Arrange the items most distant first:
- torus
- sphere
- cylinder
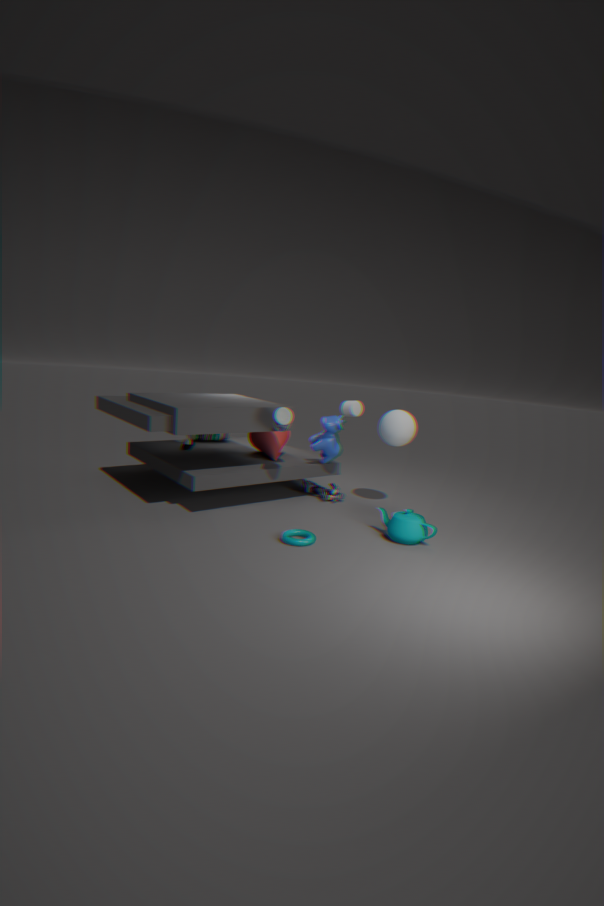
cylinder → sphere → torus
